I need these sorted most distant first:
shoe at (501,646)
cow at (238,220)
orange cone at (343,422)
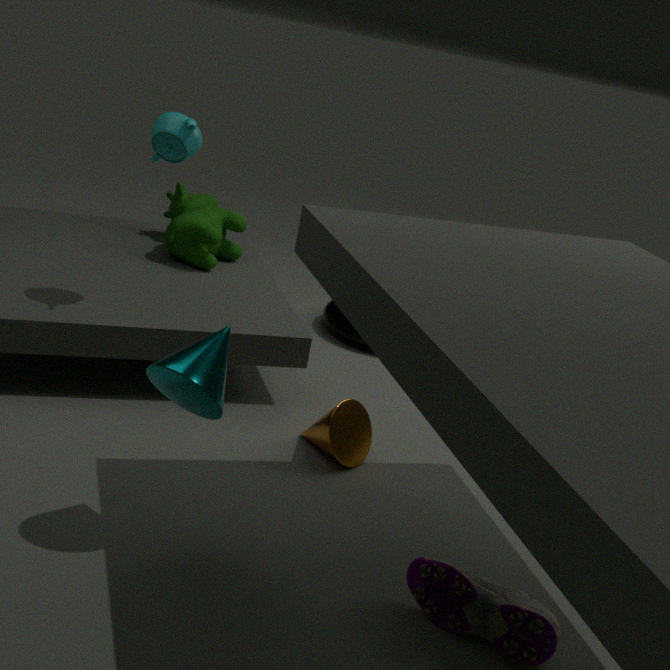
cow at (238,220)
orange cone at (343,422)
shoe at (501,646)
